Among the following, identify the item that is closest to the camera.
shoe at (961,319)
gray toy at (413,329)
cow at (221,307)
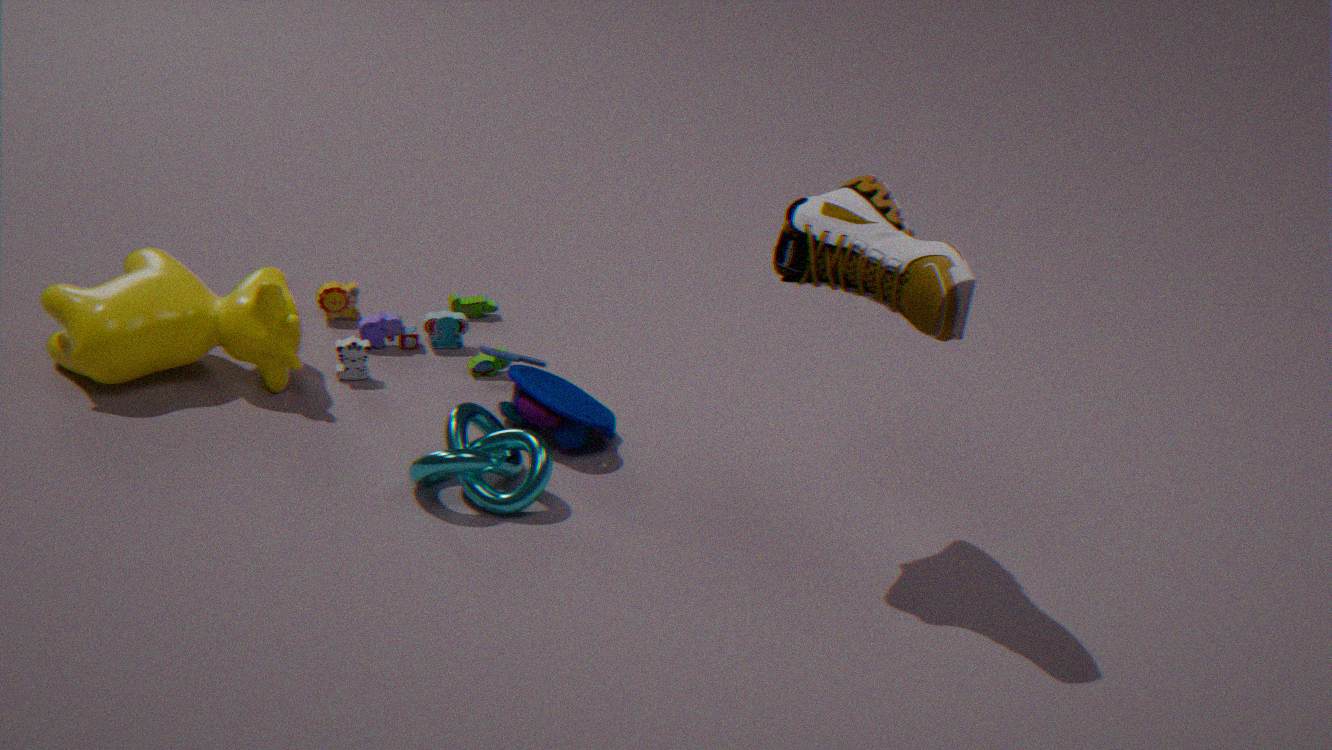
shoe at (961,319)
